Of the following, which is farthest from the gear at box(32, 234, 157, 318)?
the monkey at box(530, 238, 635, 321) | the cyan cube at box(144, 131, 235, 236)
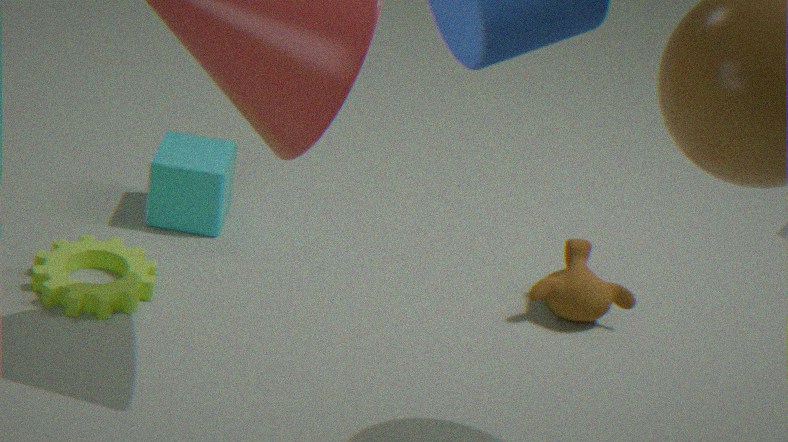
the monkey at box(530, 238, 635, 321)
